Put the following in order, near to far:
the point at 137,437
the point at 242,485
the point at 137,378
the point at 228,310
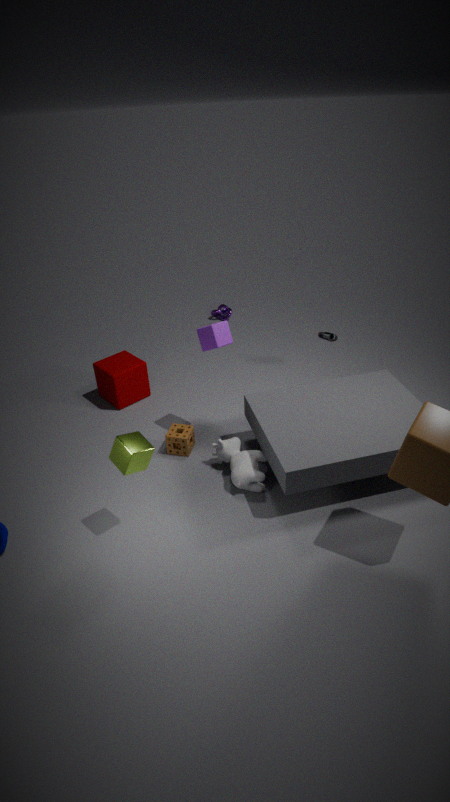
the point at 137,437, the point at 242,485, the point at 137,378, the point at 228,310
